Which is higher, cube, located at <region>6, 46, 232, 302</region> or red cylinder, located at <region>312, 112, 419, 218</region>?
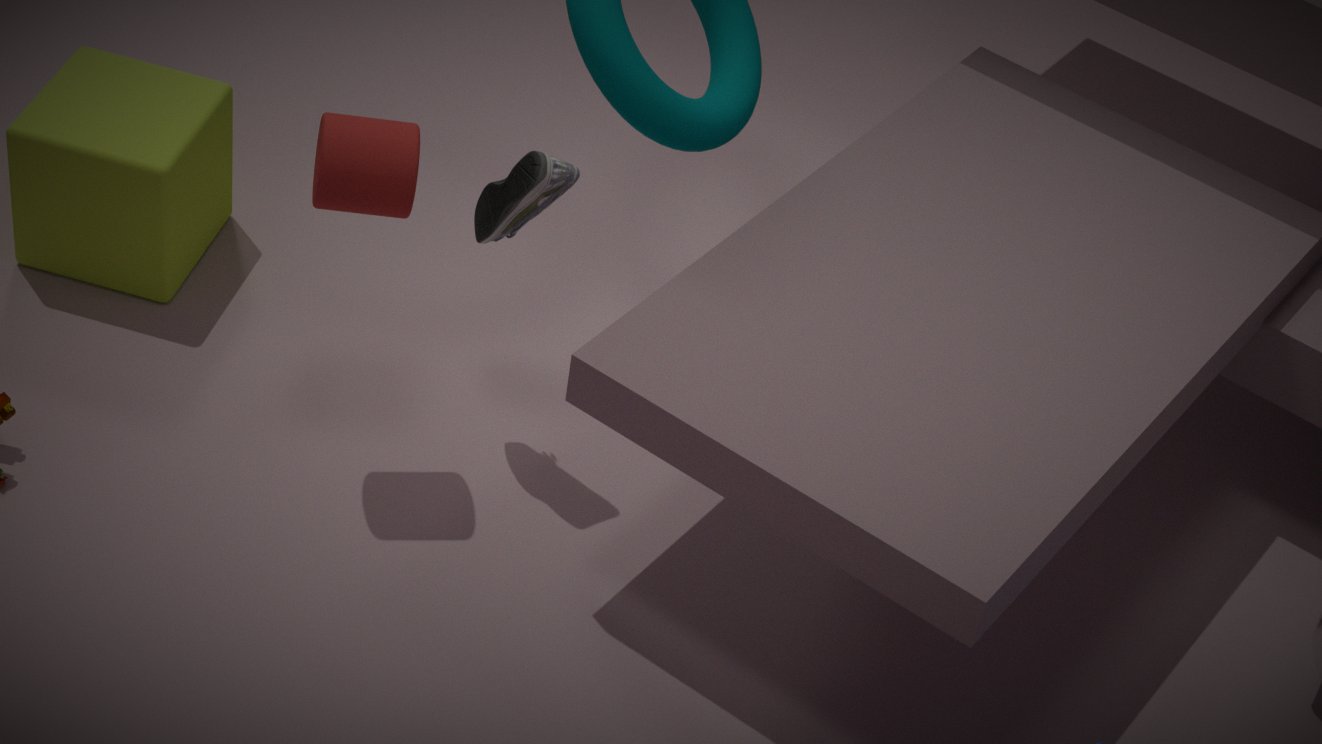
red cylinder, located at <region>312, 112, 419, 218</region>
